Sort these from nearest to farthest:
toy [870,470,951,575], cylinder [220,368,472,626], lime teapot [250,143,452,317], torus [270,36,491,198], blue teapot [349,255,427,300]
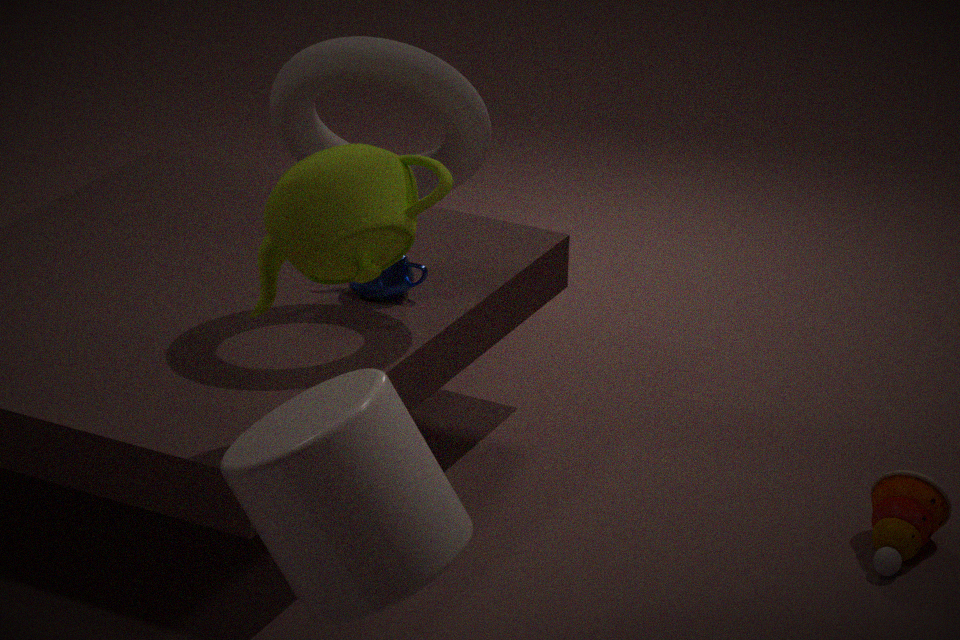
cylinder [220,368,472,626]
lime teapot [250,143,452,317]
torus [270,36,491,198]
toy [870,470,951,575]
blue teapot [349,255,427,300]
